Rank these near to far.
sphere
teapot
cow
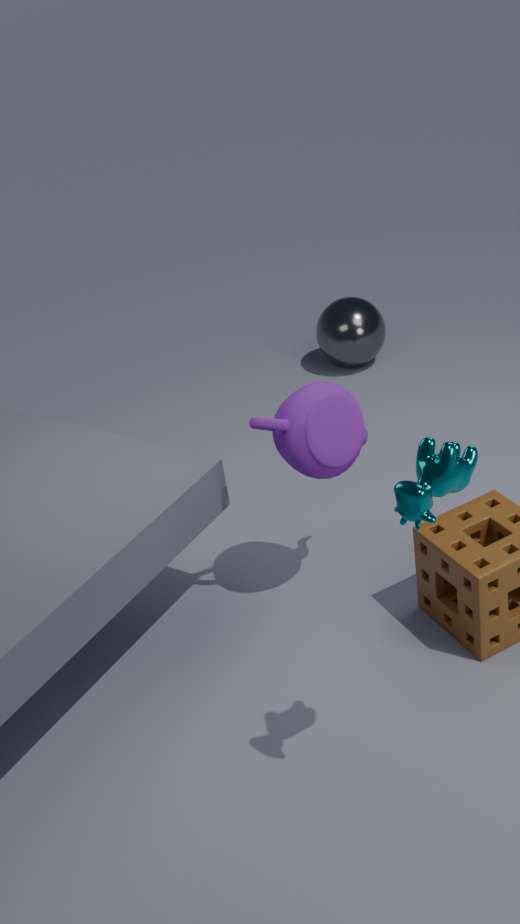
cow < teapot < sphere
